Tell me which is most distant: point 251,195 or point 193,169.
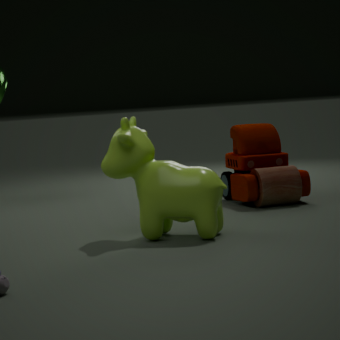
point 251,195
